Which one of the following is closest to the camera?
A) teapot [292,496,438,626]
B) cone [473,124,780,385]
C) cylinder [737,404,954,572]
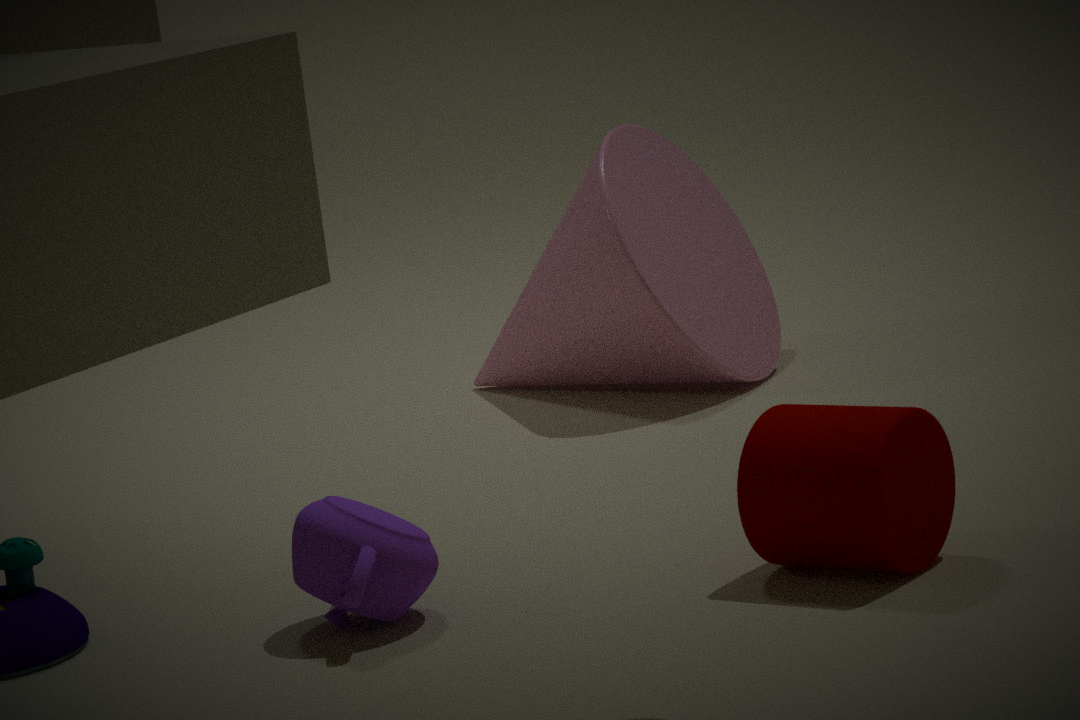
cylinder [737,404,954,572]
